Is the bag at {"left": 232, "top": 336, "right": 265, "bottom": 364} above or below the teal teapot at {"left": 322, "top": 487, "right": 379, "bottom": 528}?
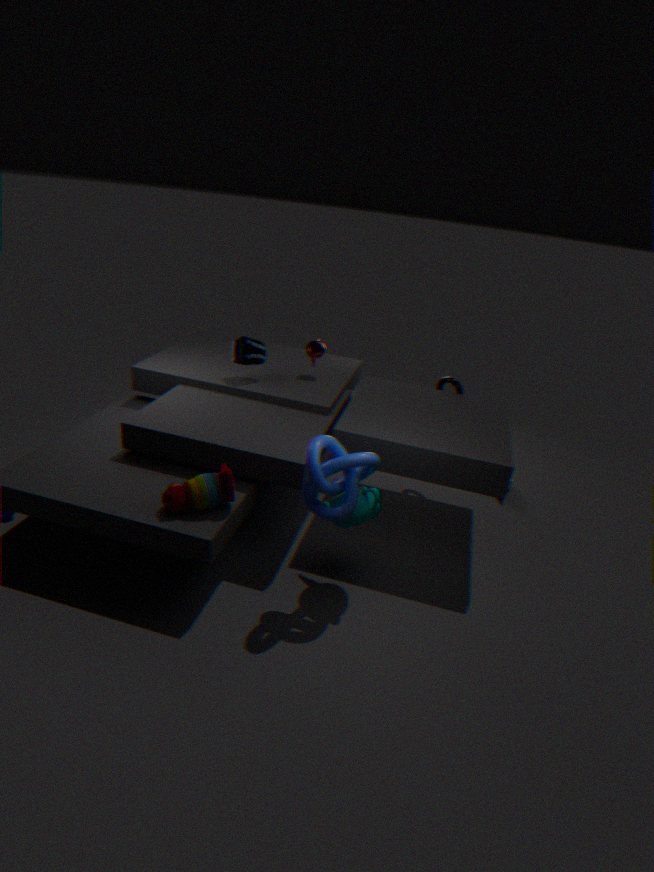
above
